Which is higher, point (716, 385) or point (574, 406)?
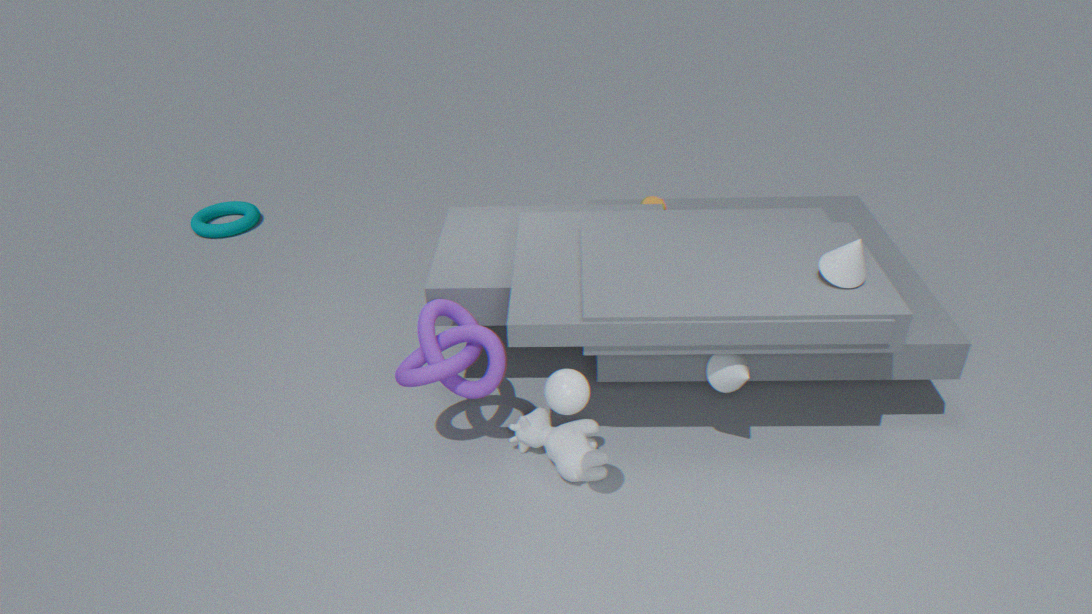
point (574, 406)
